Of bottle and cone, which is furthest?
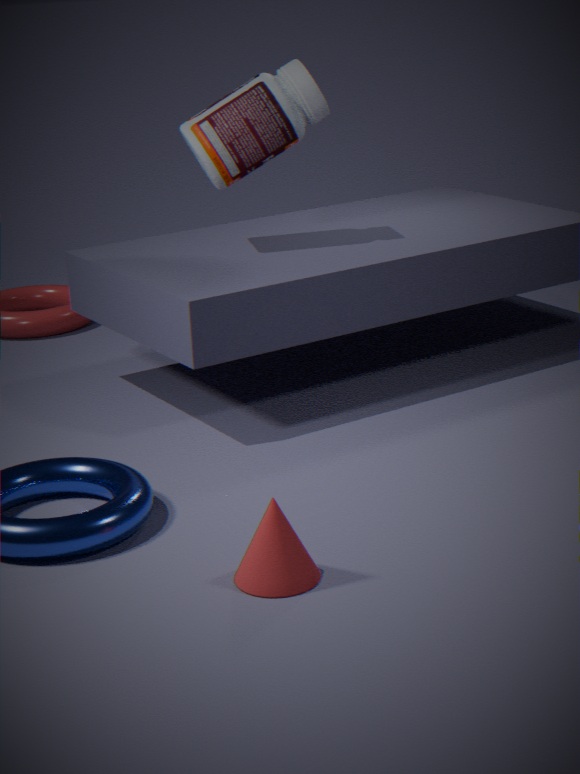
bottle
